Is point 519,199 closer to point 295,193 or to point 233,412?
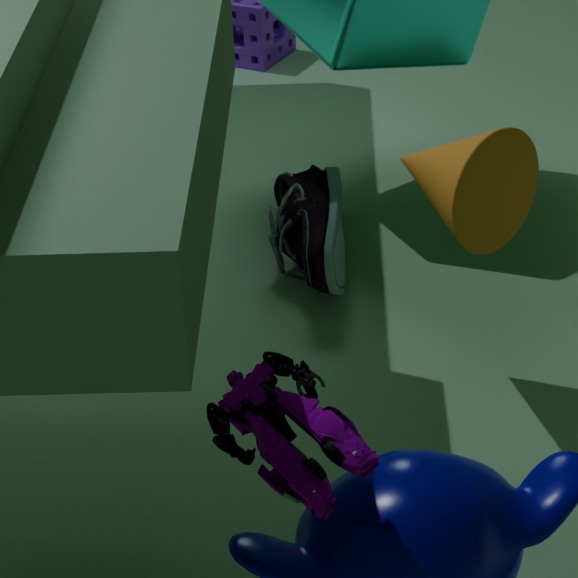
point 295,193
